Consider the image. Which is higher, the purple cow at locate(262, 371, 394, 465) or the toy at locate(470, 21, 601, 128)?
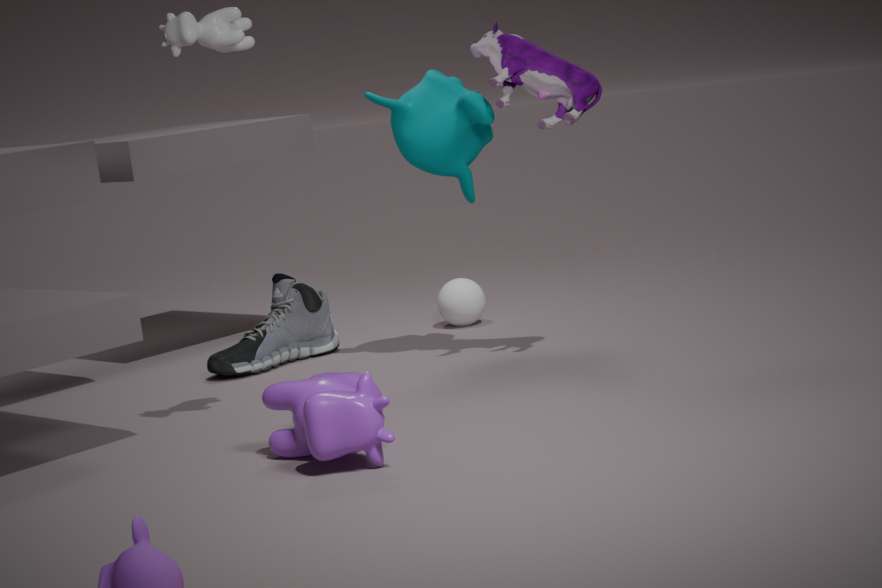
the toy at locate(470, 21, 601, 128)
